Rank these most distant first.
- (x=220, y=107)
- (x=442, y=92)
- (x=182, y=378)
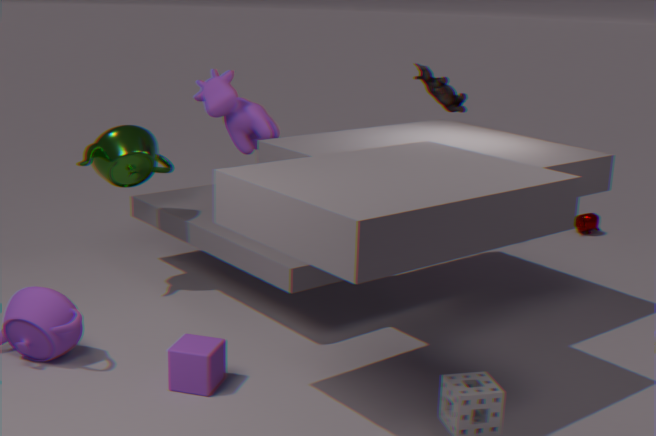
(x=442, y=92)
(x=220, y=107)
(x=182, y=378)
